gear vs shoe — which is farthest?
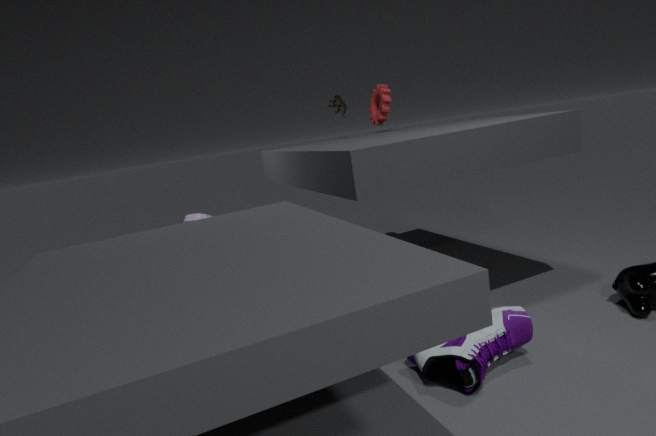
gear
